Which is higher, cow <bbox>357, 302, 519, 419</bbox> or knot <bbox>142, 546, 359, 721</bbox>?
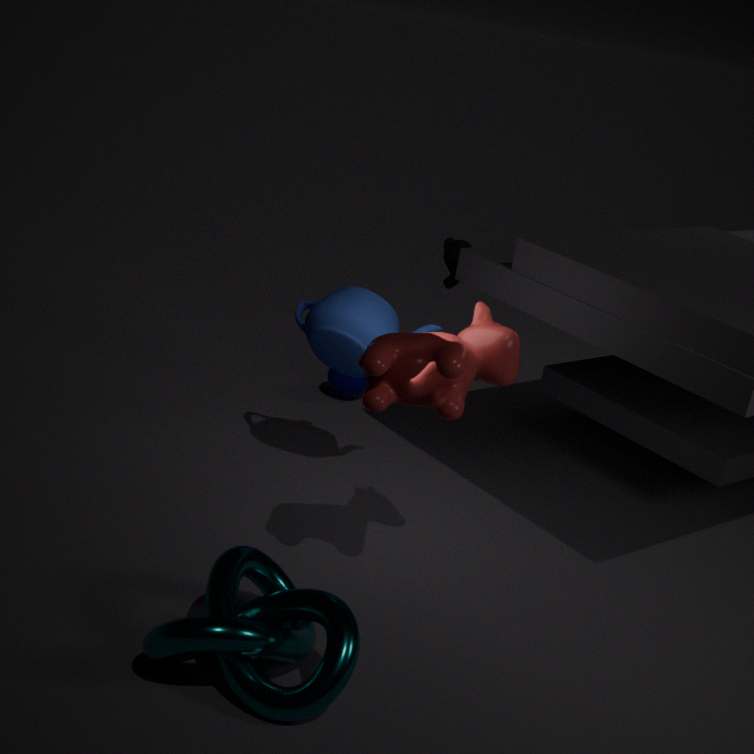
cow <bbox>357, 302, 519, 419</bbox>
